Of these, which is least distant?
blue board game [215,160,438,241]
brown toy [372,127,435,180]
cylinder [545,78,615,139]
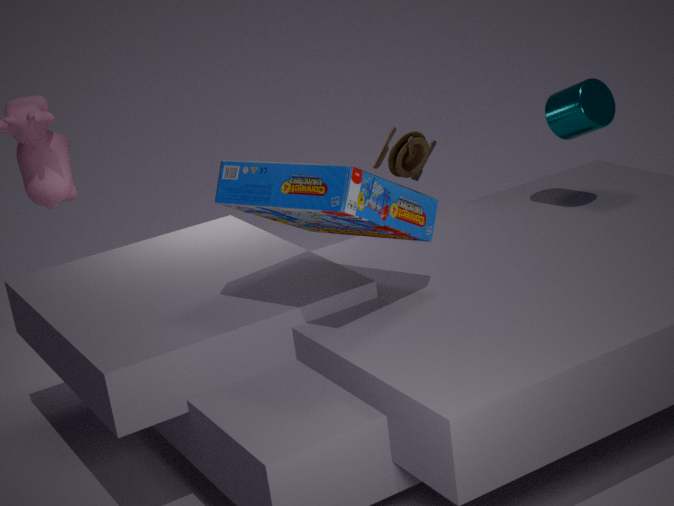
blue board game [215,160,438,241]
